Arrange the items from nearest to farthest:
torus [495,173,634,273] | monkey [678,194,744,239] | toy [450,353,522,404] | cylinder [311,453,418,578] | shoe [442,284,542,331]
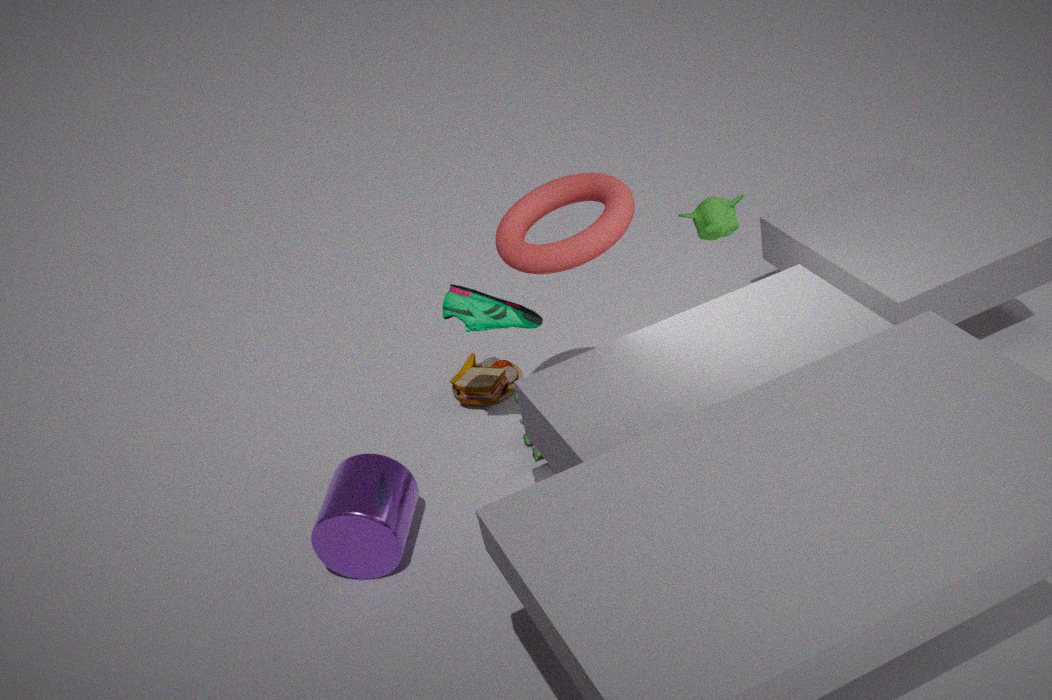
1. torus [495,173,634,273]
2. monkey [678,194,744,239]
3. cylinder [311,453,418,578]
4. shoe [442,284,542,331]
5. toy [450,353,522,404]
